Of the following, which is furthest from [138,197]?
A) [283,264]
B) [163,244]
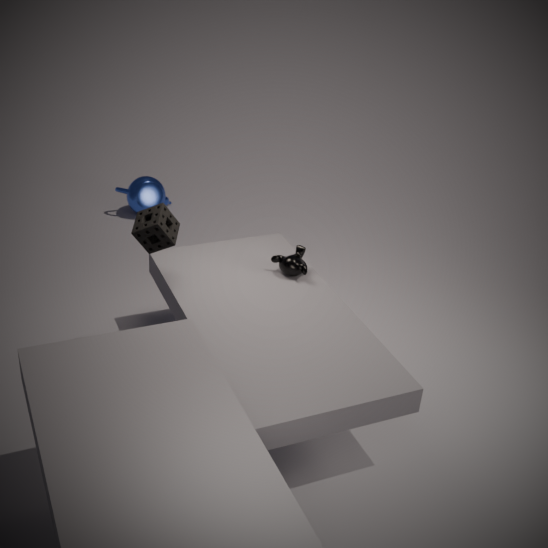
[283,264]
